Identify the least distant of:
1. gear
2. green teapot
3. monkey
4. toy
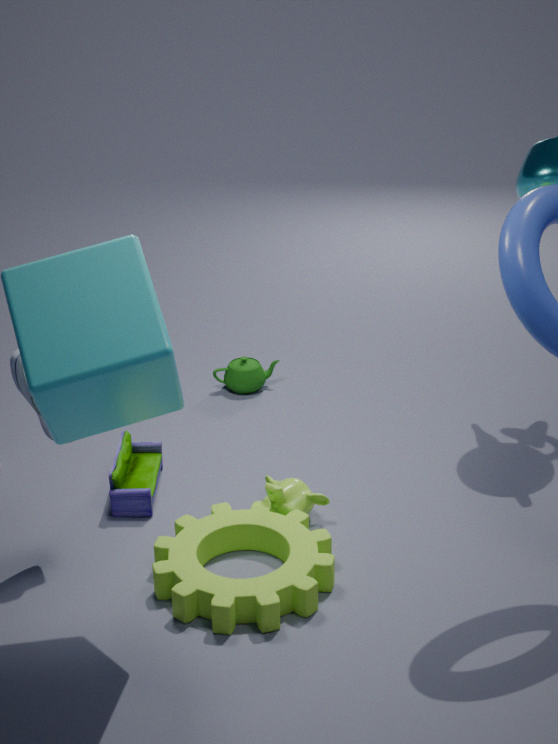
gear
